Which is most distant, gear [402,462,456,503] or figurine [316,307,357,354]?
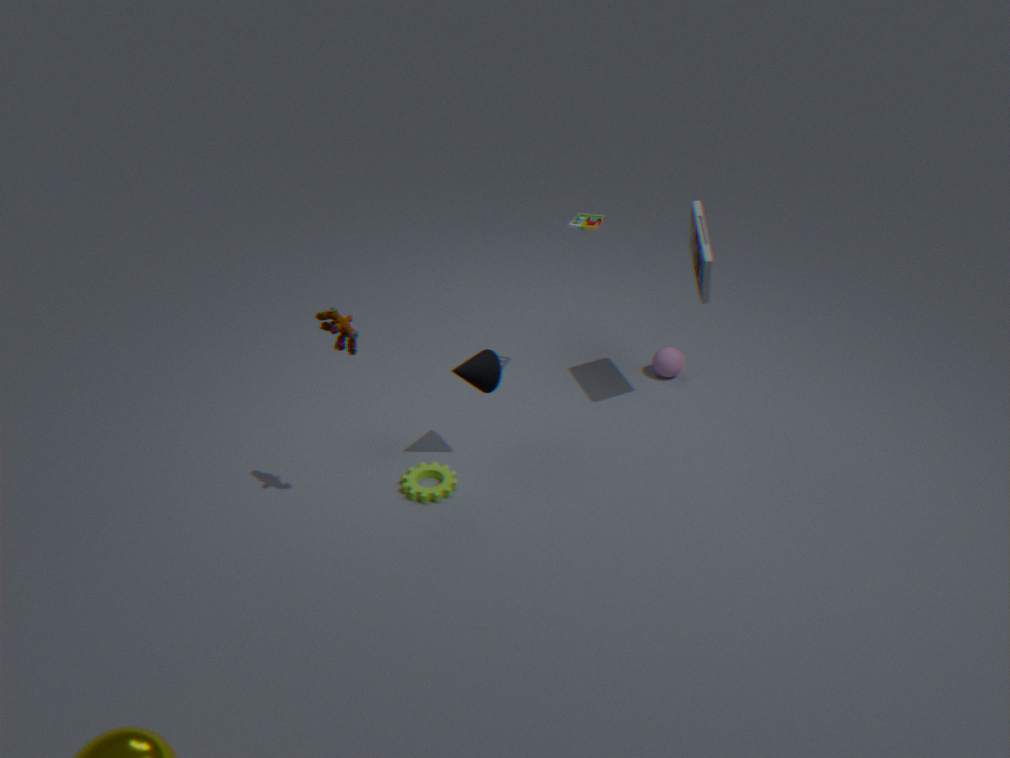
gear [402,462,456,503]
